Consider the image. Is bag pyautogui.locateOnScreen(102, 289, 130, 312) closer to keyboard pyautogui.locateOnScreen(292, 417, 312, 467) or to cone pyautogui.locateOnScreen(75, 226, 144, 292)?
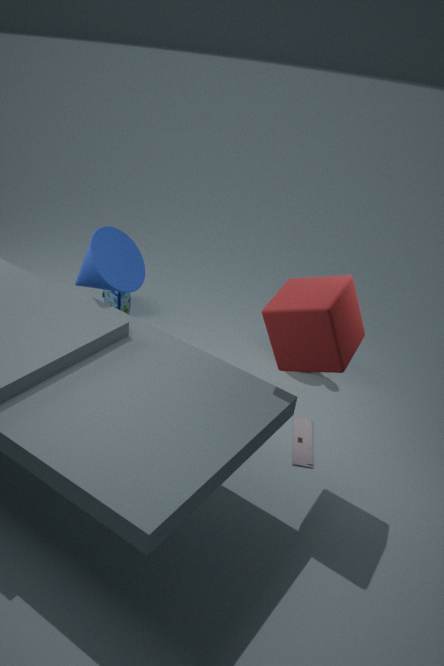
cone pyautogui.locateOnScreen(75, 226, 144, 292)
